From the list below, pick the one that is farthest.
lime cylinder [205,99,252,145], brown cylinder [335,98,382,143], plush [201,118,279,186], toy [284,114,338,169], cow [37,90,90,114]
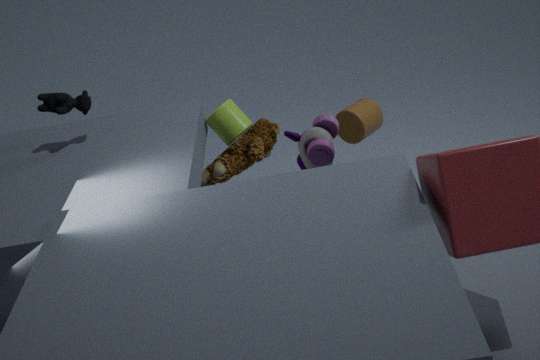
lime cylinder [205,99,252,145]
